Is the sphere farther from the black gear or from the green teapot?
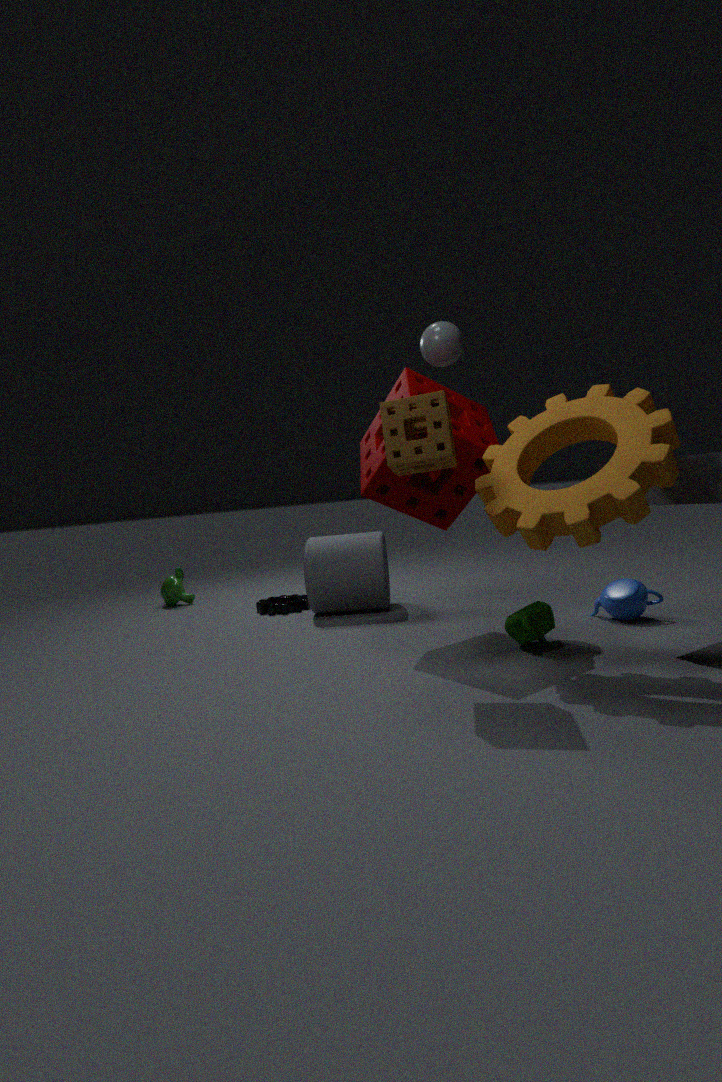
the black gear
